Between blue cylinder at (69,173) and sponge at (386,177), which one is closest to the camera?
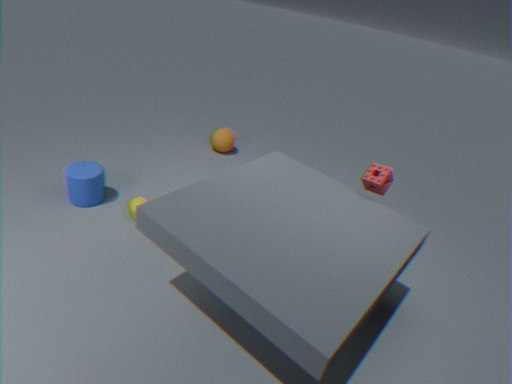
sponge at (386,177)
